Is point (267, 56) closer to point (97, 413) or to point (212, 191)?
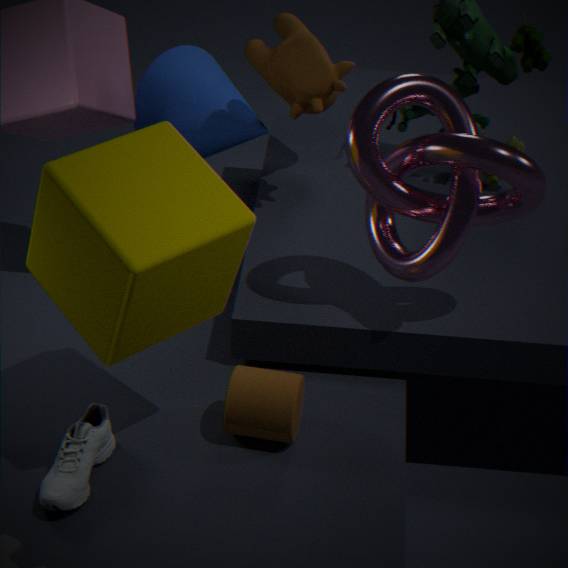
point (212, 191)
